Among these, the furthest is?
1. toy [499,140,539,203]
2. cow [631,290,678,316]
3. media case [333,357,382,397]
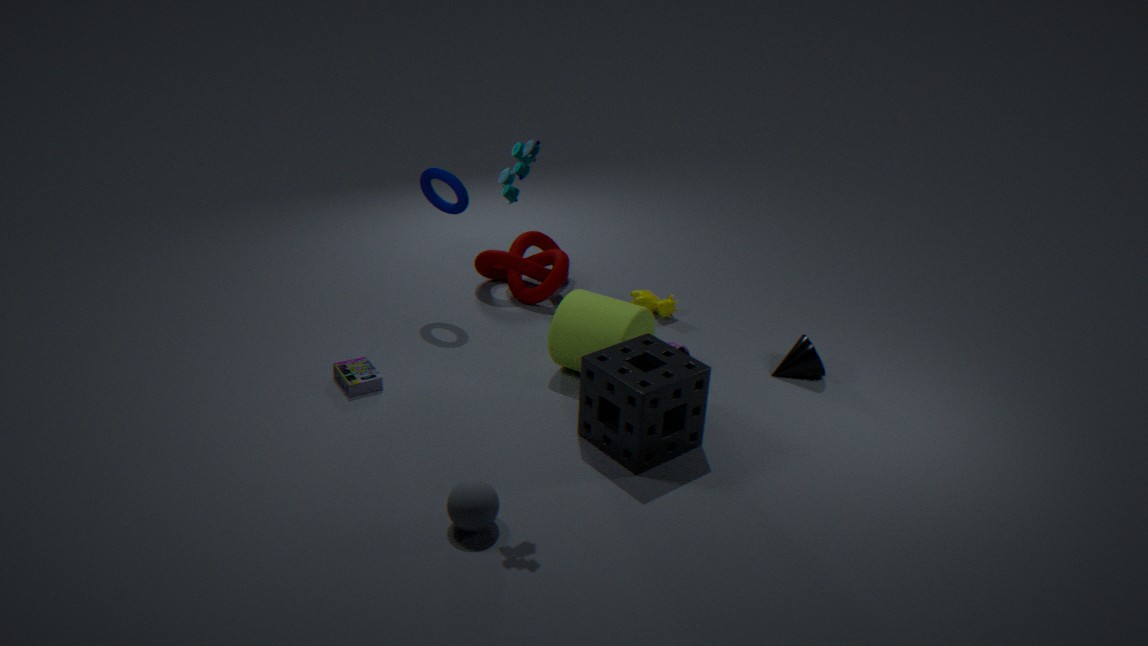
cow [631,290,678,316]
